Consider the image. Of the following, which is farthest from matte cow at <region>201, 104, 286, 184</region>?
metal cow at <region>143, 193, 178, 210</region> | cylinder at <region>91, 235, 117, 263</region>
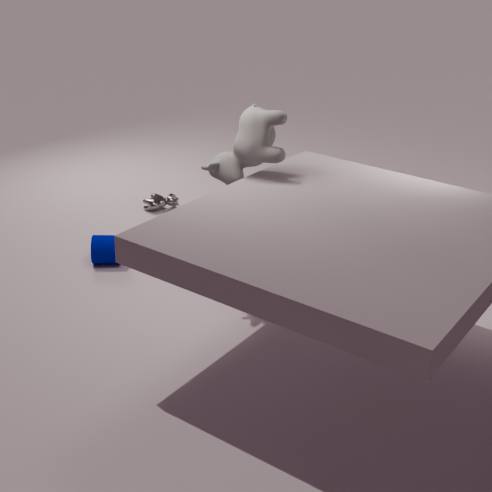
metal cow at <region>143, 193, 178, 210</region>
